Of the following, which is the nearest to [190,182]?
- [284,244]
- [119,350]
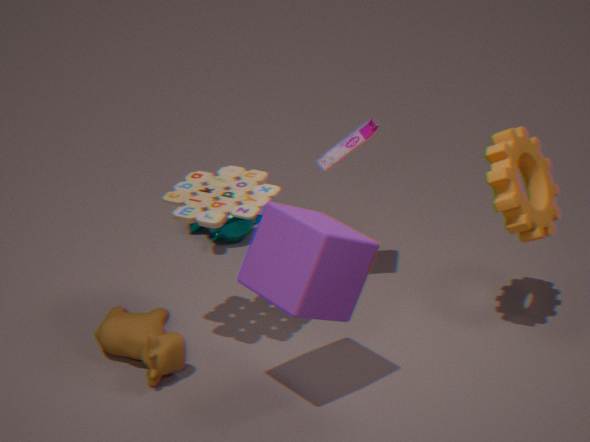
[284,244]
